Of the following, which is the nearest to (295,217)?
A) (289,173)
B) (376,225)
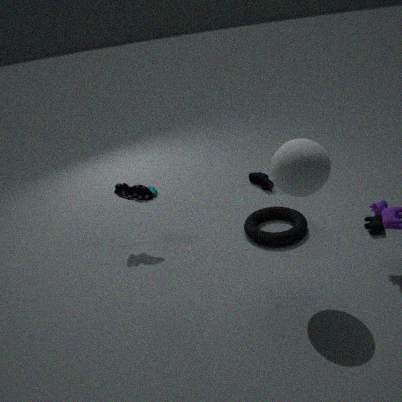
(376,225)
